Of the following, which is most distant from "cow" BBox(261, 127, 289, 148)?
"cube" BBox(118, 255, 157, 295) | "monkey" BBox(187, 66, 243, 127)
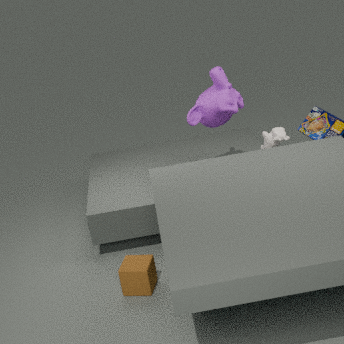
"cube" BBox(118, 255, 157, 295)
